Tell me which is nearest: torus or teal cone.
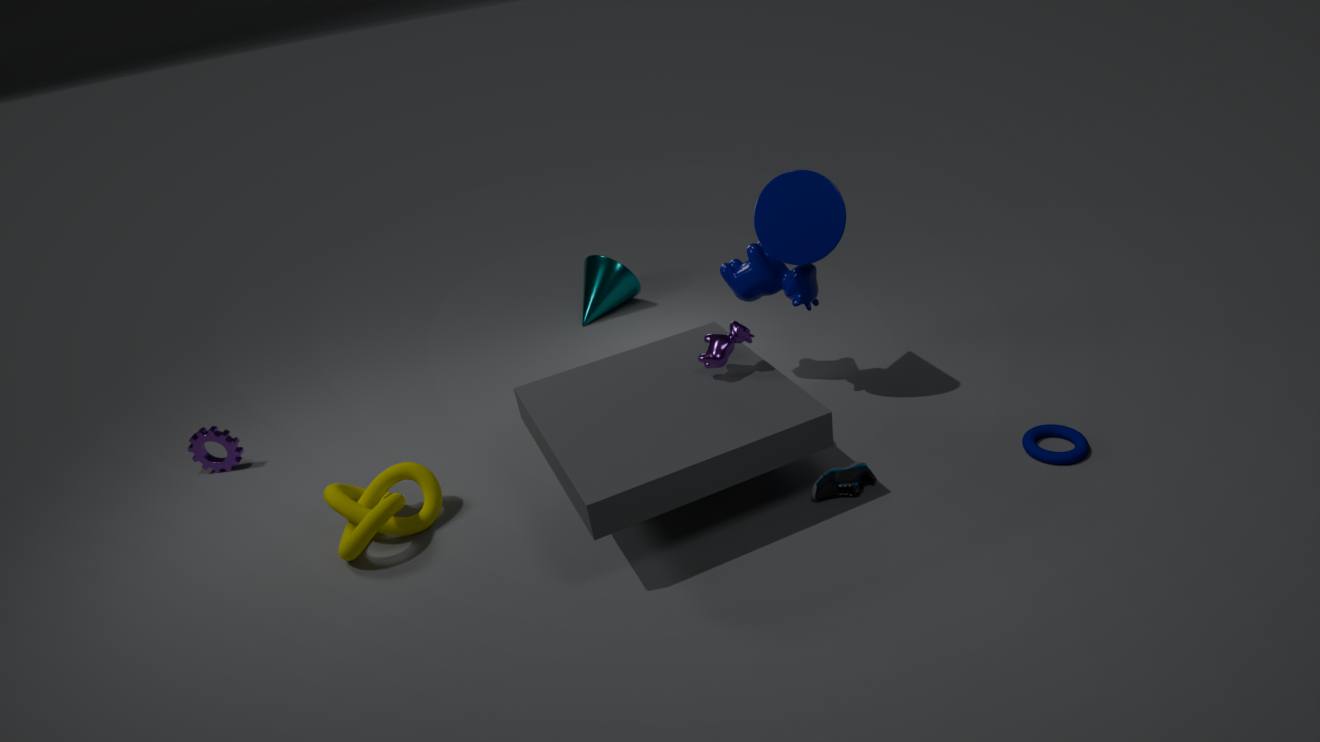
torus
